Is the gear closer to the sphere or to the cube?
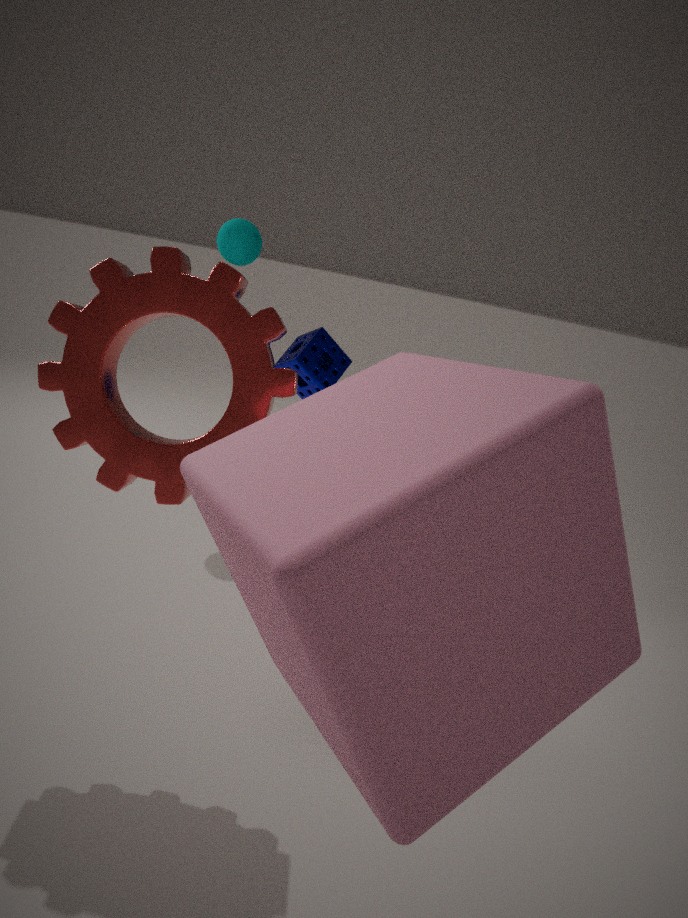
the cube
